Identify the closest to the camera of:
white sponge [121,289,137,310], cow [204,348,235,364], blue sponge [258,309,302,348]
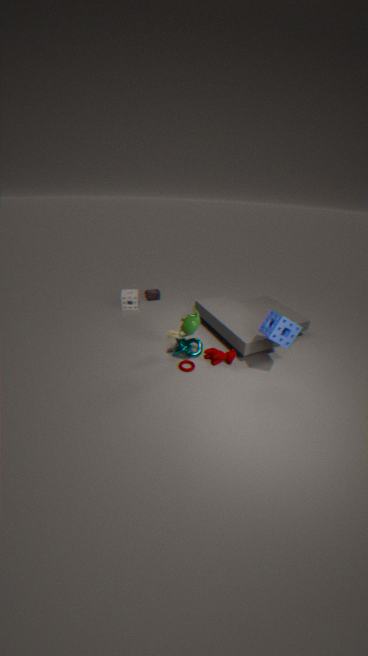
blue sponge [258,309,302,348]
